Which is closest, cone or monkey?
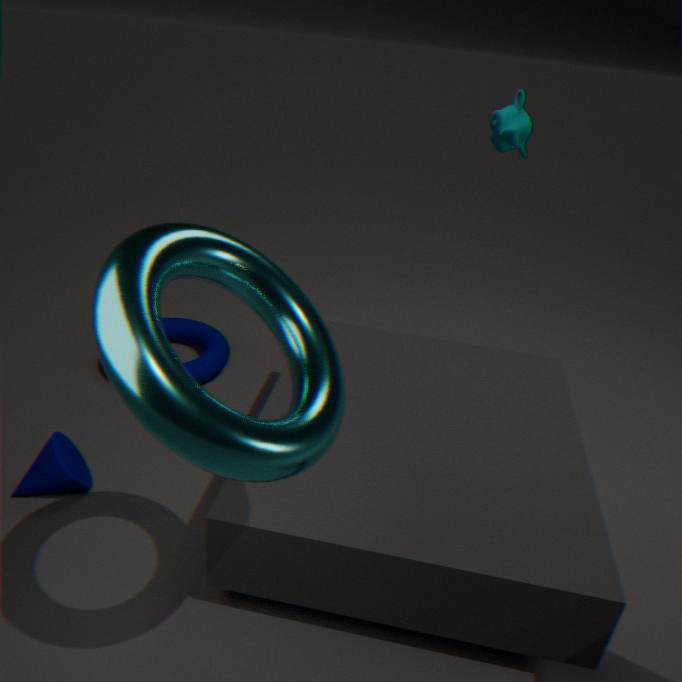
cone
